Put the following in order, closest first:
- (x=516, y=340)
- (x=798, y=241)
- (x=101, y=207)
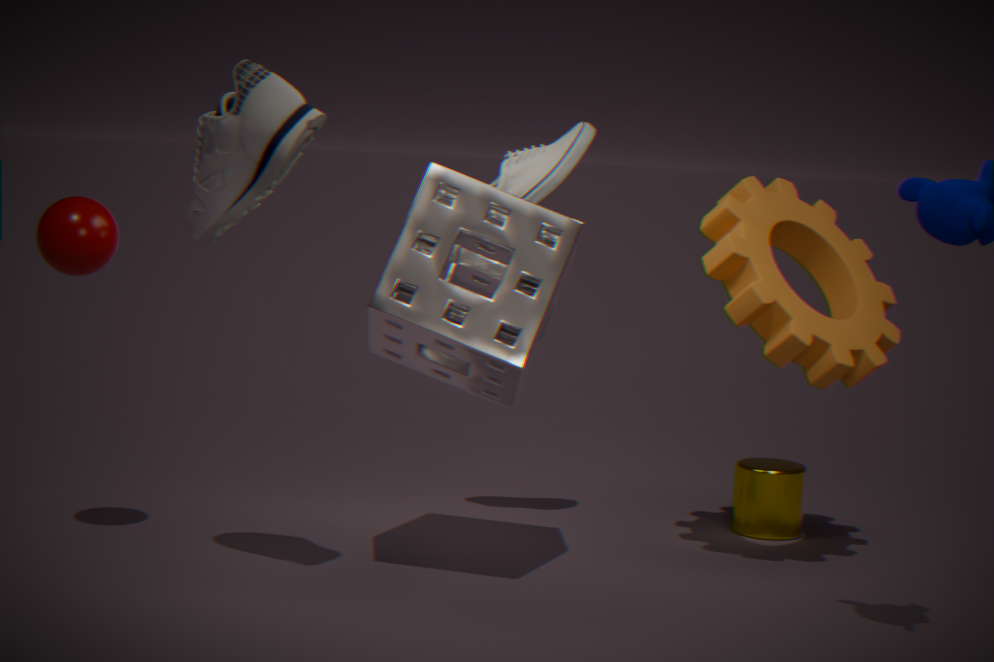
(x=516, y=340), (x=101, y=207), (x=798, y=241)
